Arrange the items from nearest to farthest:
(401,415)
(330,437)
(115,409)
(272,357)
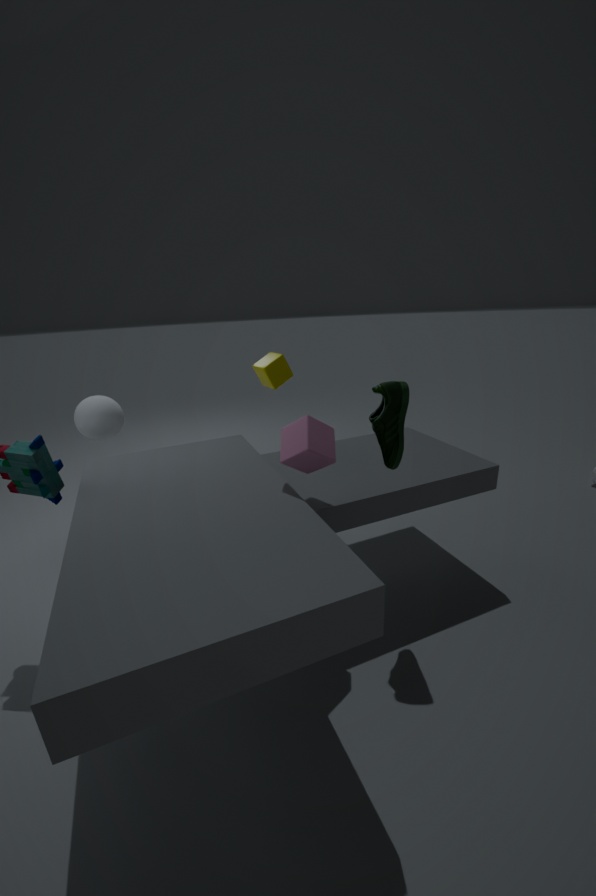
(401,415), (330,437), (272,357), (115,409)
